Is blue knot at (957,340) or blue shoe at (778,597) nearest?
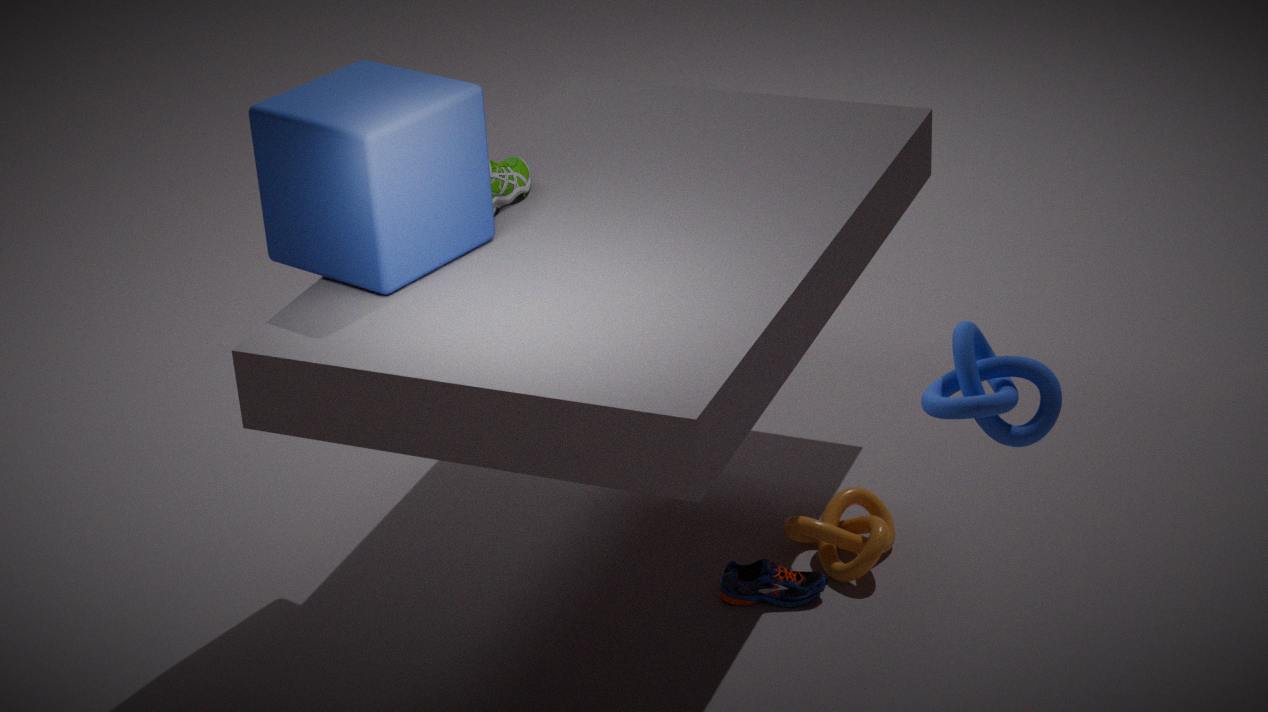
blue knot at (957,340)
